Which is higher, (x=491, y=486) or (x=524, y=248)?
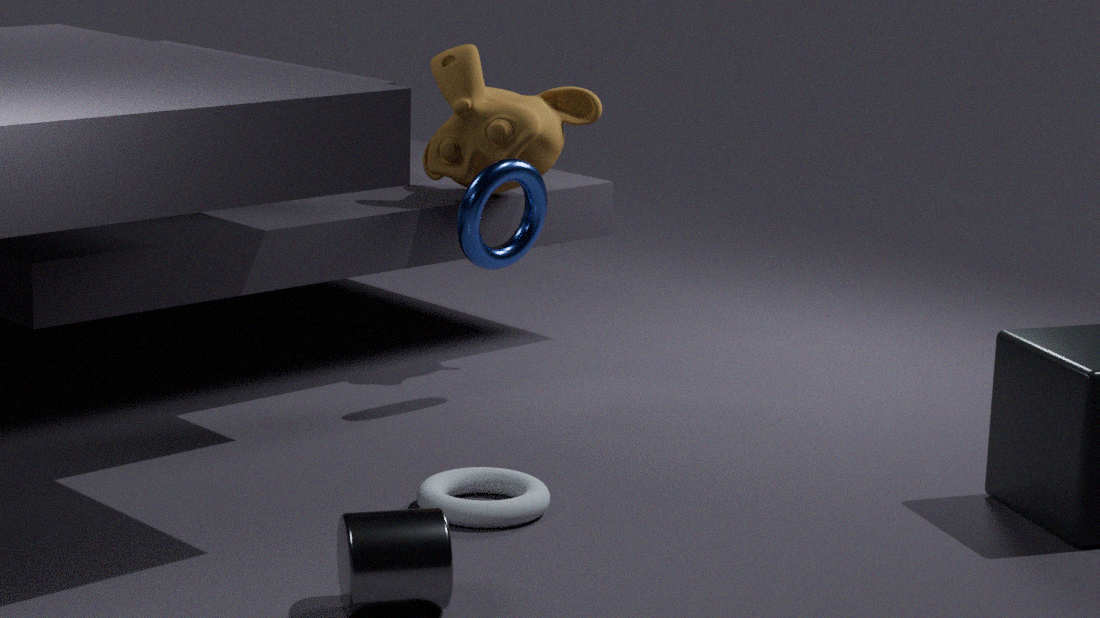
(x=524, y=248)
